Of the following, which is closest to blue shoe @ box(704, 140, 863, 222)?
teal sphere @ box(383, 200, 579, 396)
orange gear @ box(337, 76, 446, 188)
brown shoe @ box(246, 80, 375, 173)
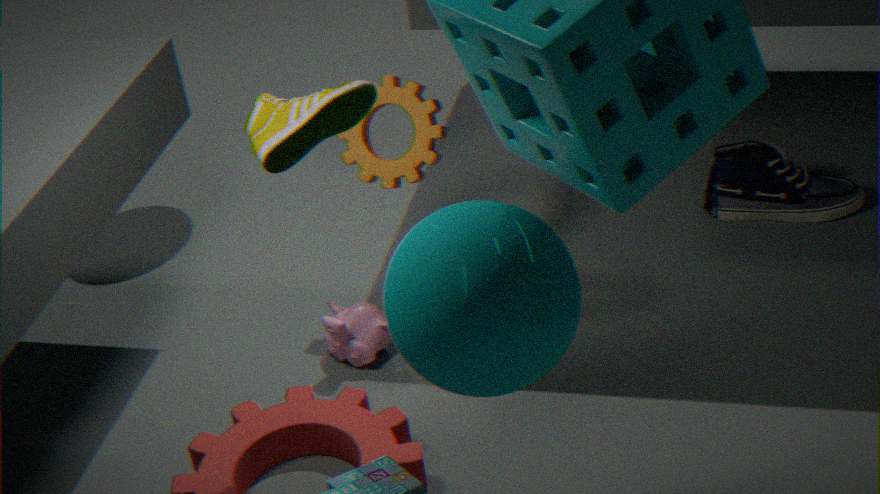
orange gear @ box(337, 76, 446, 188)
